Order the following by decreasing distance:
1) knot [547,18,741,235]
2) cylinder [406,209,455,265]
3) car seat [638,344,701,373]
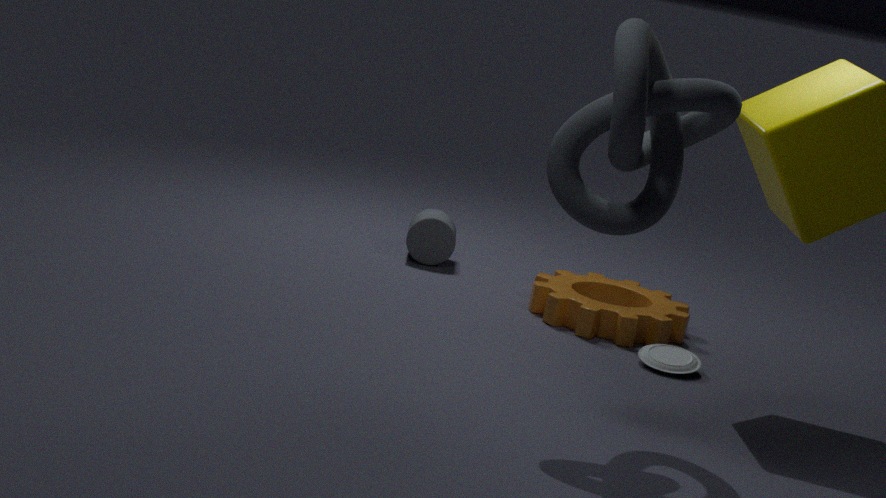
2. cylinder [406,209,455,265] < 3. car seat [638,344,701,373] < 1. knot [547,18,741,235]
